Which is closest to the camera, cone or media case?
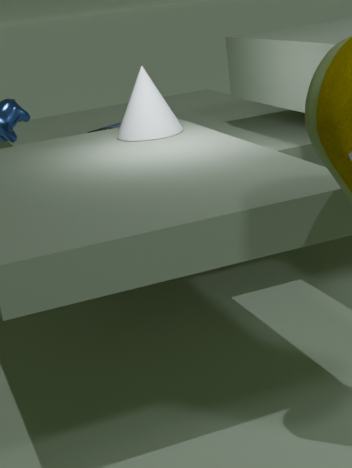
cone
